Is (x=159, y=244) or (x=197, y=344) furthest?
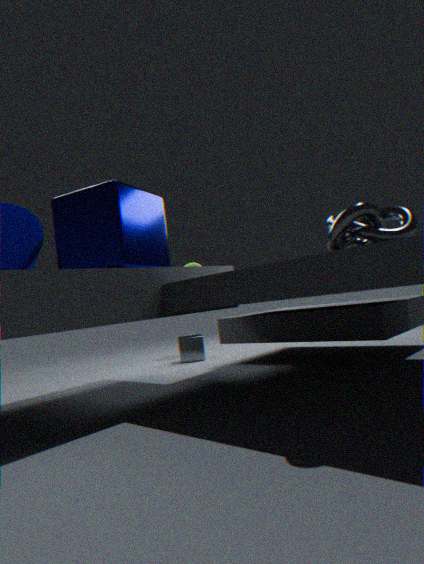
(x=197, y=344)
